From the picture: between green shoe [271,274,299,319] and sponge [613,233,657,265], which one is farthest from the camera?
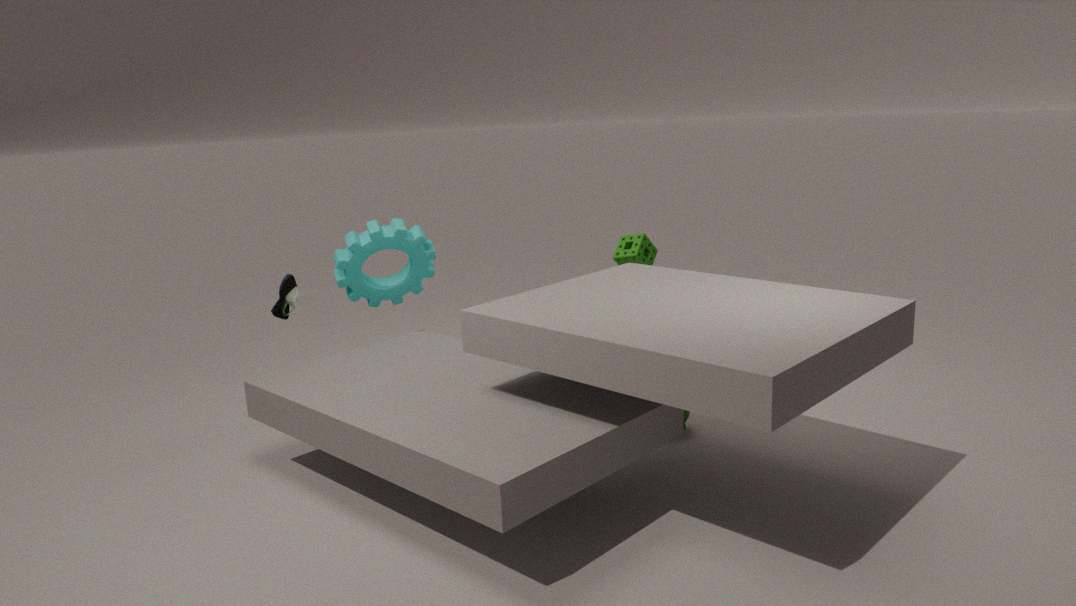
sponge [613,233,657,265]
